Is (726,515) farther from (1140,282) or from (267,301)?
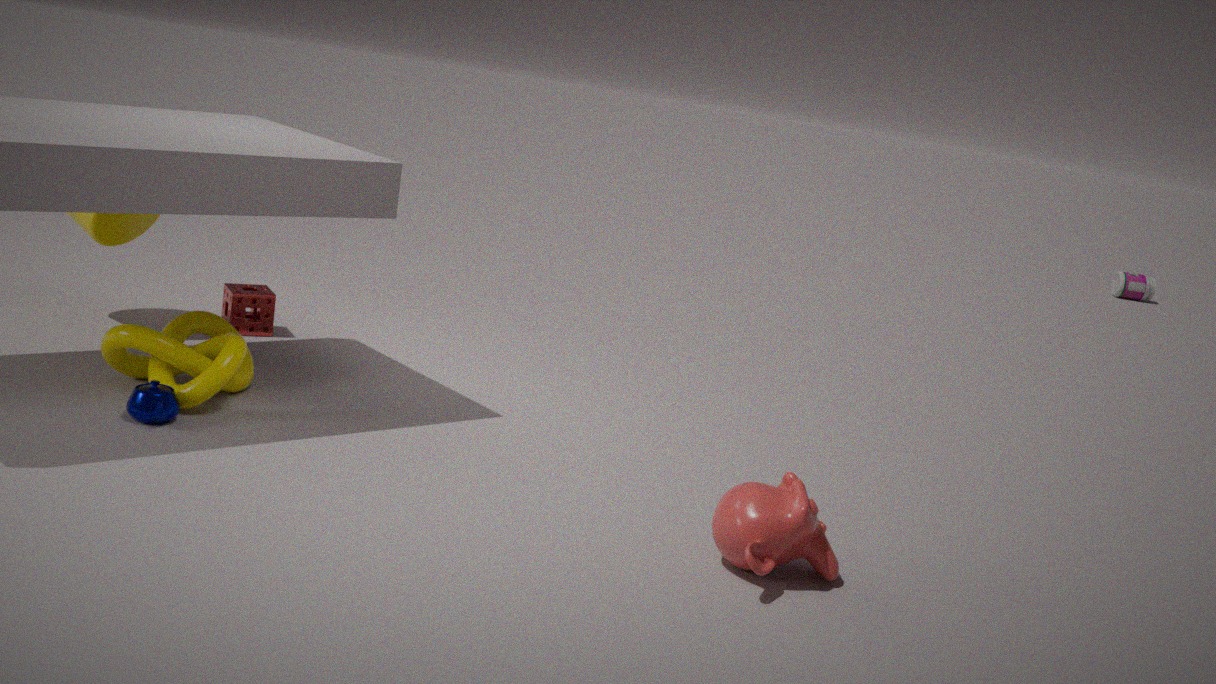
(1140,282)
